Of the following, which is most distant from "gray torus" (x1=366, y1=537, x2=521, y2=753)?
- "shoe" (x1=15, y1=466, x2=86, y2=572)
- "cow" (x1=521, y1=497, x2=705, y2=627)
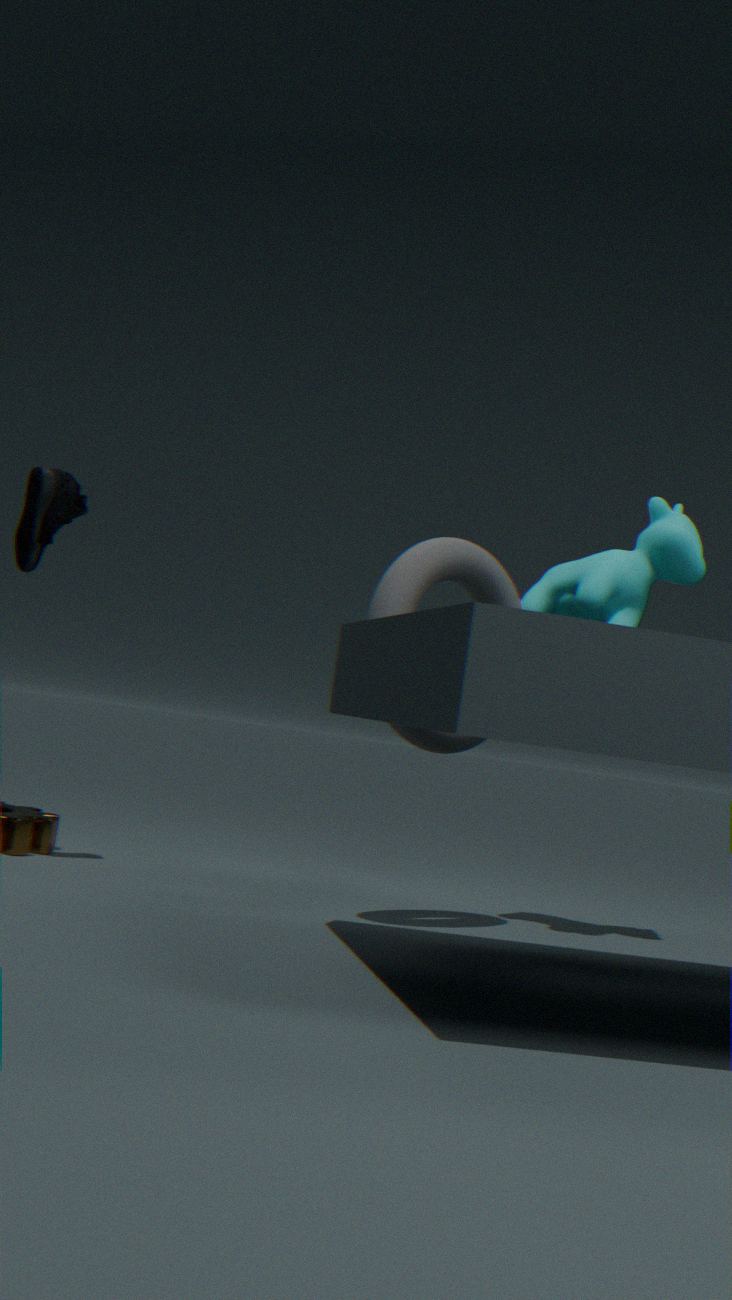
"shoe" (x1=15, y1=466, x2=86, y2=572)
